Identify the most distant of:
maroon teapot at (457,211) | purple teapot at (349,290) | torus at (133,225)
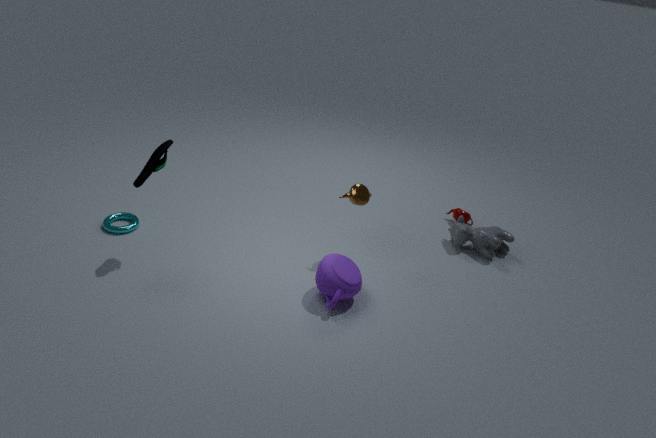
maroon teapot at (457,211)
